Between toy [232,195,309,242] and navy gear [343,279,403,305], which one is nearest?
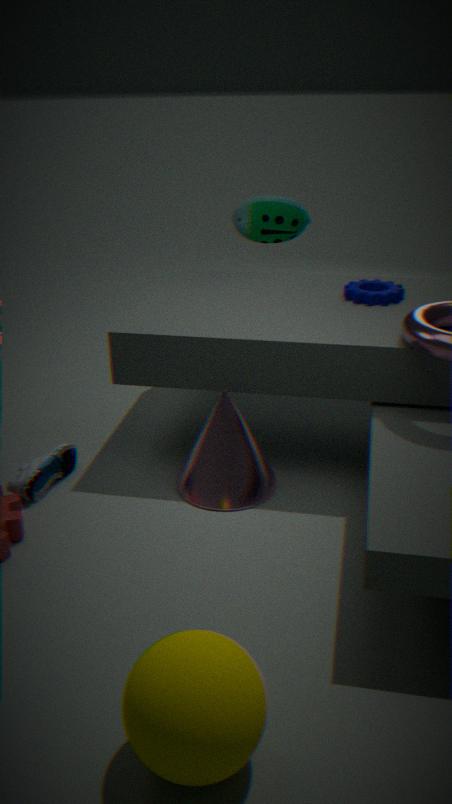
navy gear [343,279,403,305]
